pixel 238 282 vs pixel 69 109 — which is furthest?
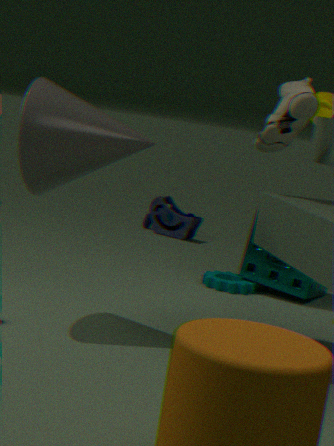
pixel 238 282
